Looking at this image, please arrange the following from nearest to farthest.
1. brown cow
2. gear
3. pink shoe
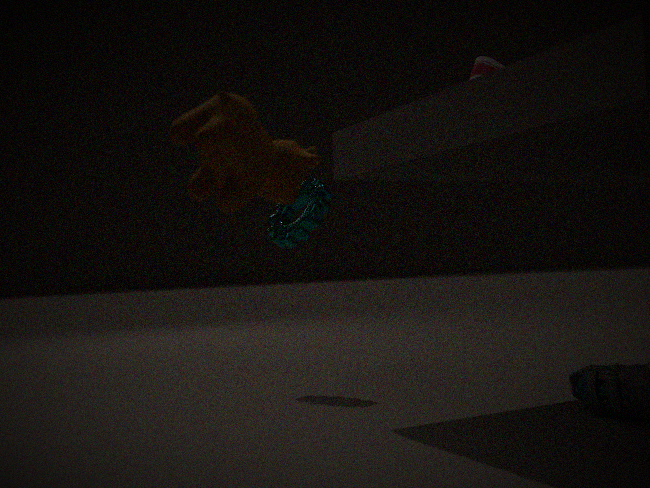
brown cow → gear → pink shoe
